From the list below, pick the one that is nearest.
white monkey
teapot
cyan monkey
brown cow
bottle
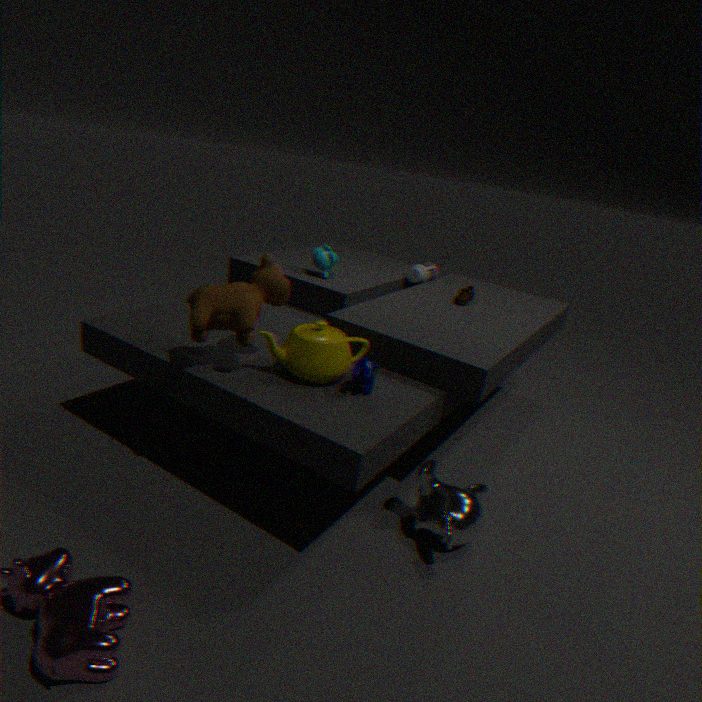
brown cow
